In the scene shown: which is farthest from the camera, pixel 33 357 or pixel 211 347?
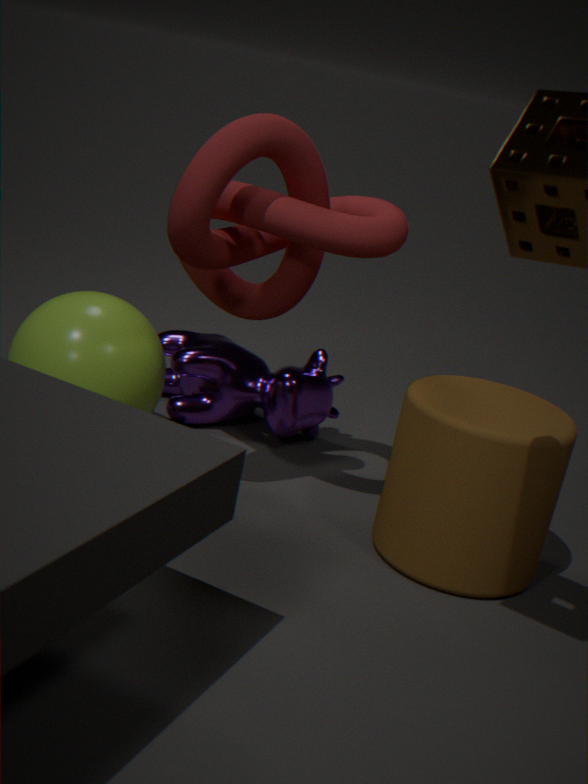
pixel 211 347
